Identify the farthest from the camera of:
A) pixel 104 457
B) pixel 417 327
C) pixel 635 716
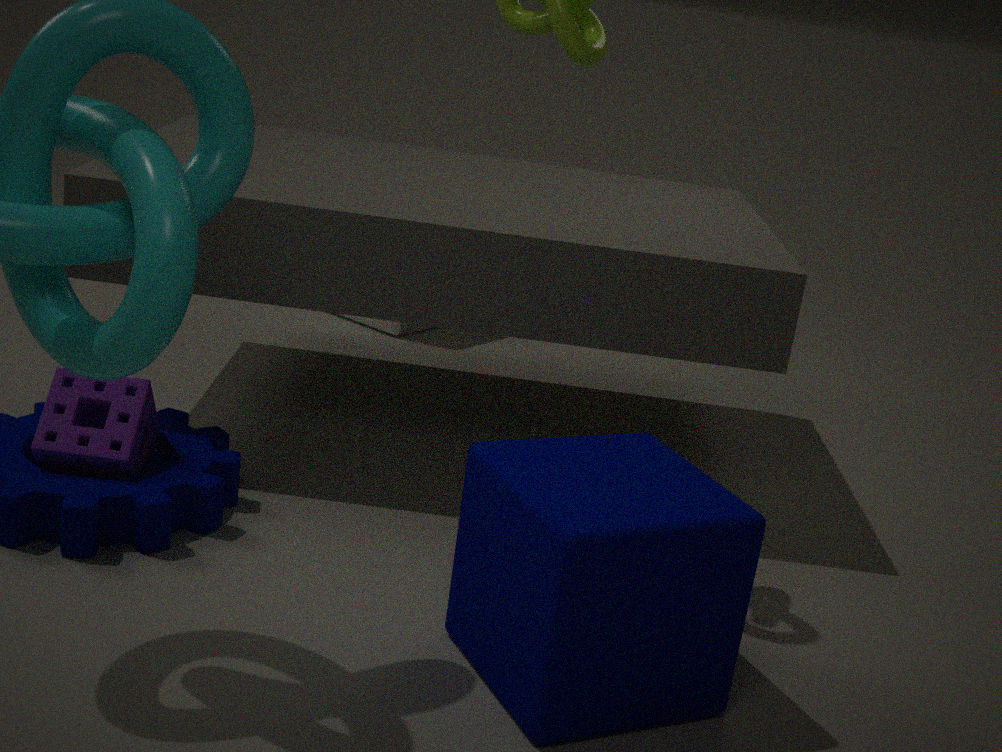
pixel 417 327
